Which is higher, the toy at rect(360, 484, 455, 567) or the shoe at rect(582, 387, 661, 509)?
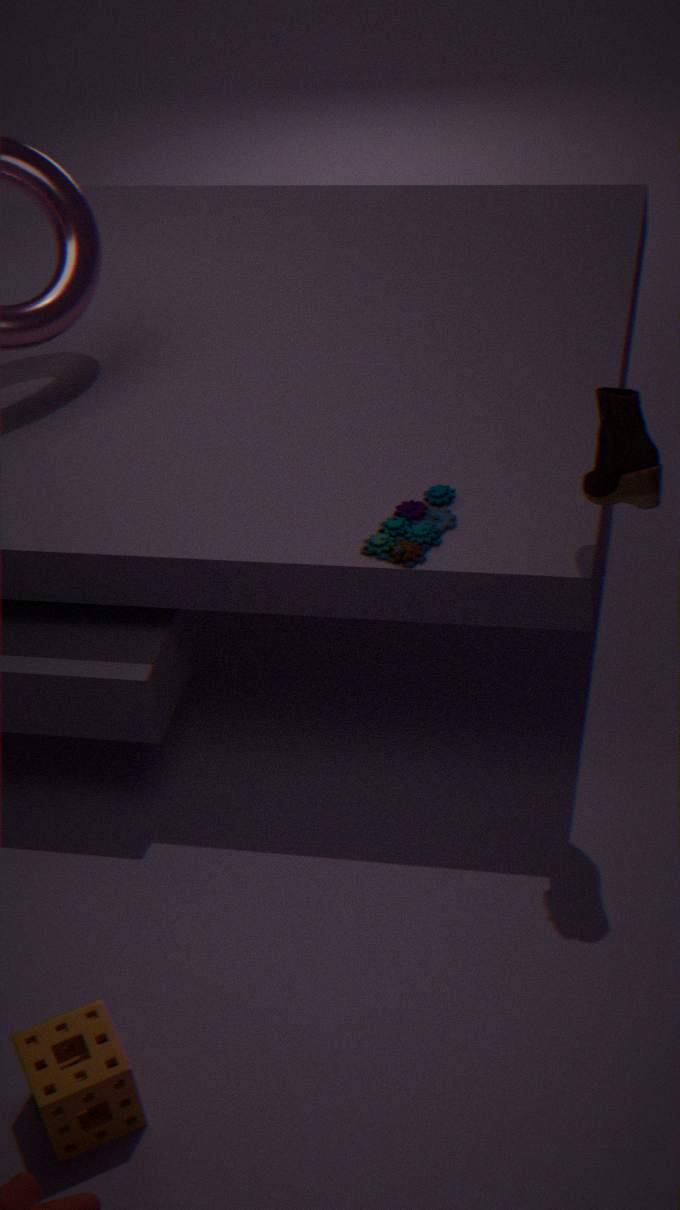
the shoe at rect(582, 387, 661, 509)
